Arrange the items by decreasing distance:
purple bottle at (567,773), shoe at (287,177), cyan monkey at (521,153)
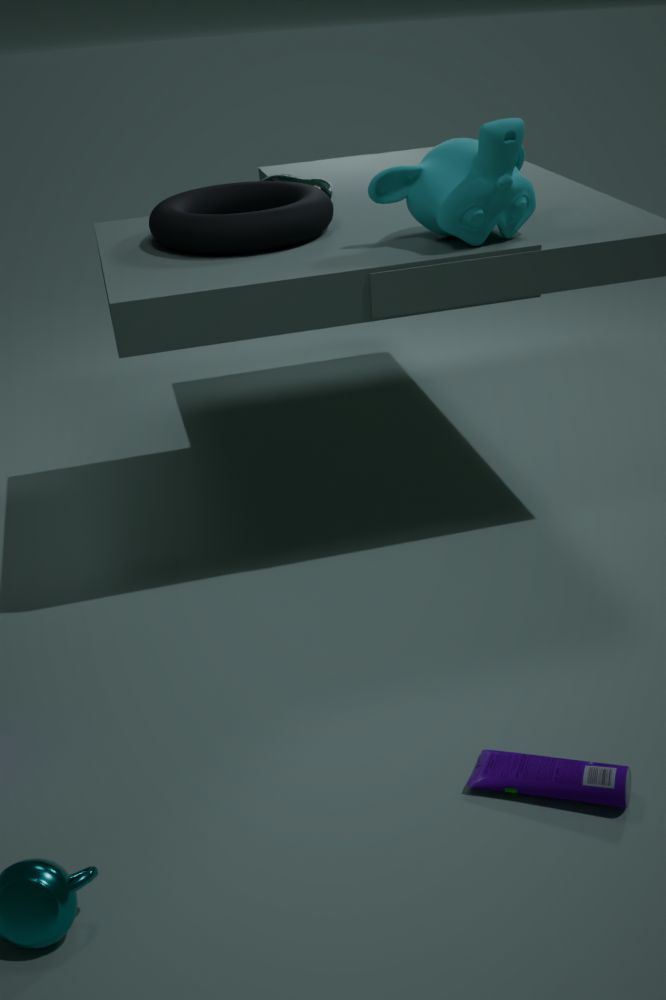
1. shoe at (287,177)
2. cyan monkey at (521,153)
3. purple bottle at (567,773)
